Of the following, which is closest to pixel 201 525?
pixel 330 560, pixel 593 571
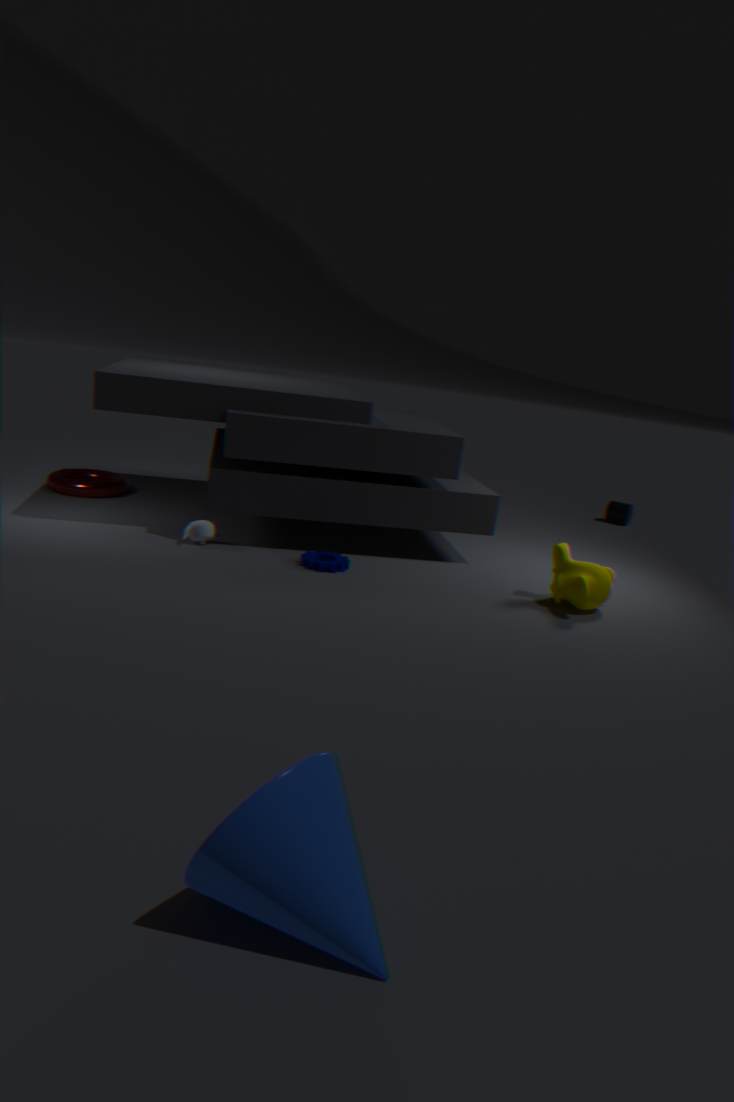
pixel 330 560
